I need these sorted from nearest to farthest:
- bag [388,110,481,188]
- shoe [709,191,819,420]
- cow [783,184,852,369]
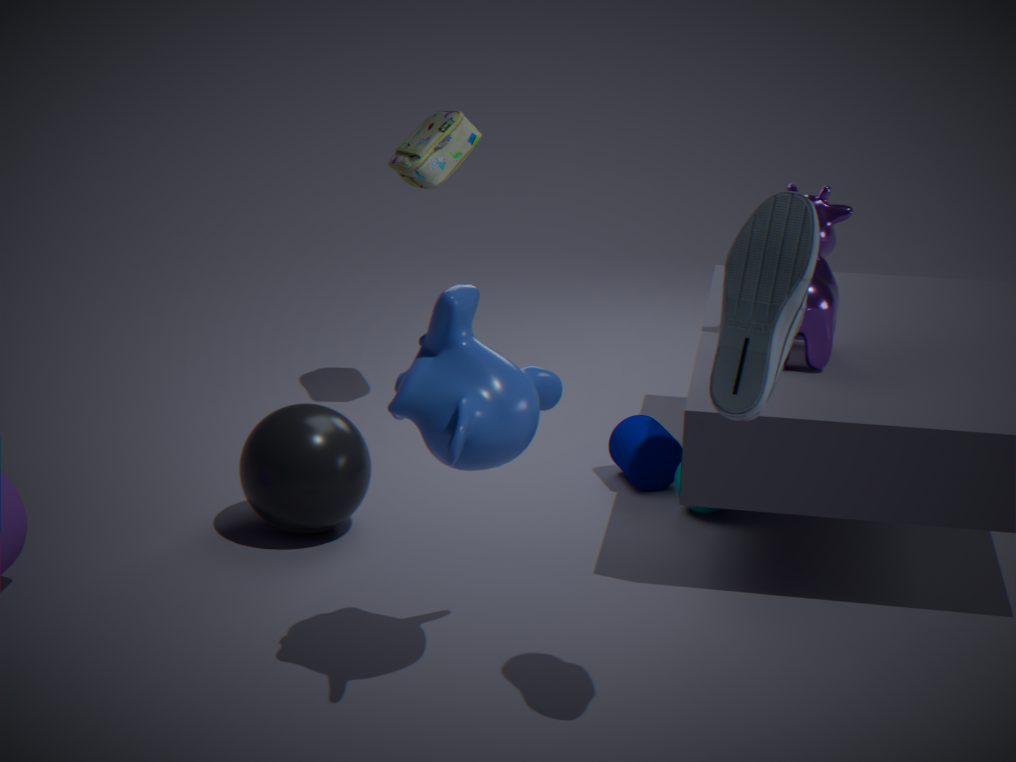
1. shoe [709,191,819,420]
2. cow [783,184,852,369]
3. bag [388,110,481,188]
